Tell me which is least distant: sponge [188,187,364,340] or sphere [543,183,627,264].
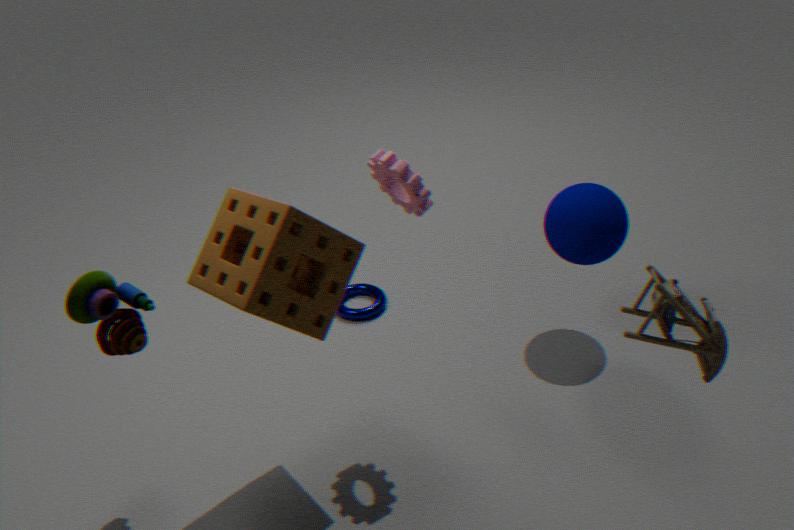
sponge [188,187,364,340]
